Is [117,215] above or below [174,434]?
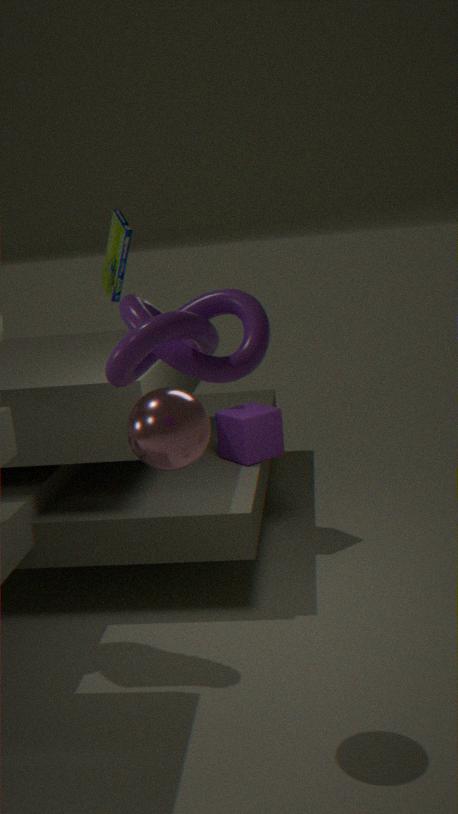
above
